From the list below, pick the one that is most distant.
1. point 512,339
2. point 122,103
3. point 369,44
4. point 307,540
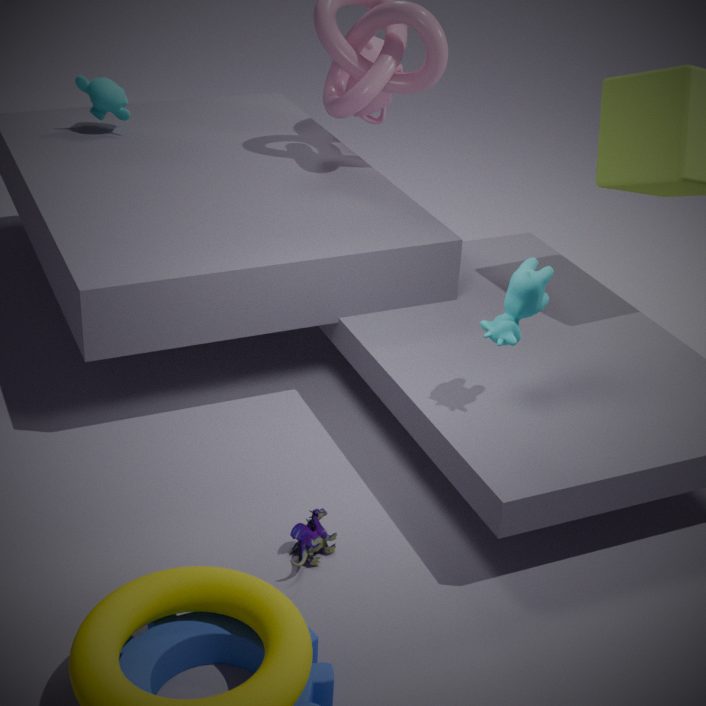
point 122,103
